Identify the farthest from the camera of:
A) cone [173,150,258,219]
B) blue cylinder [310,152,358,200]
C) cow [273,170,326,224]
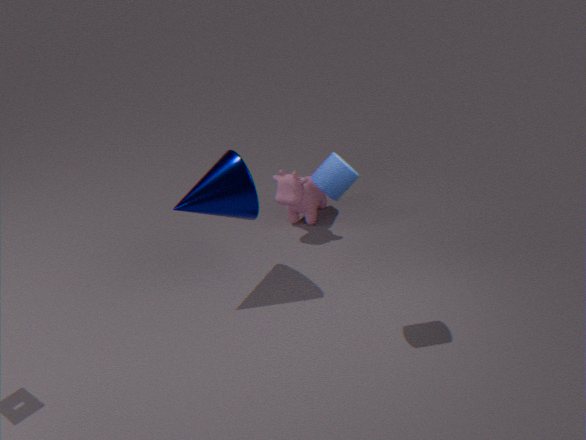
cow [273,170,326,224]
